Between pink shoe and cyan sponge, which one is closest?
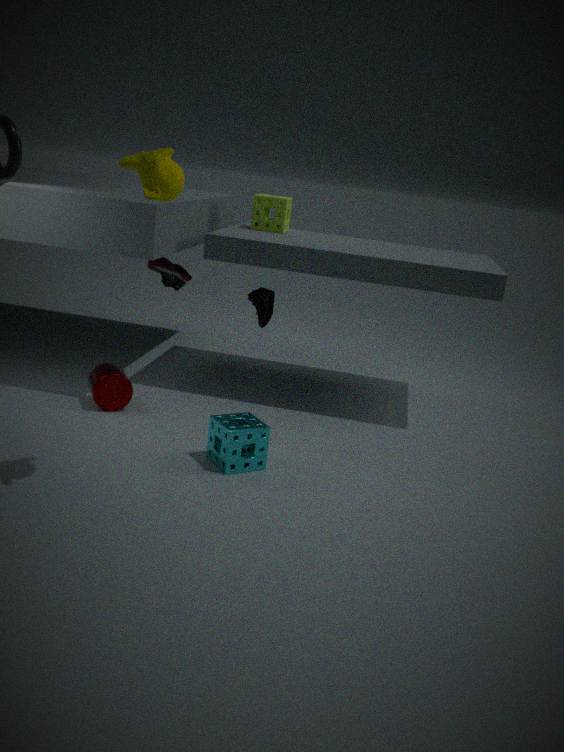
cyan sponge
